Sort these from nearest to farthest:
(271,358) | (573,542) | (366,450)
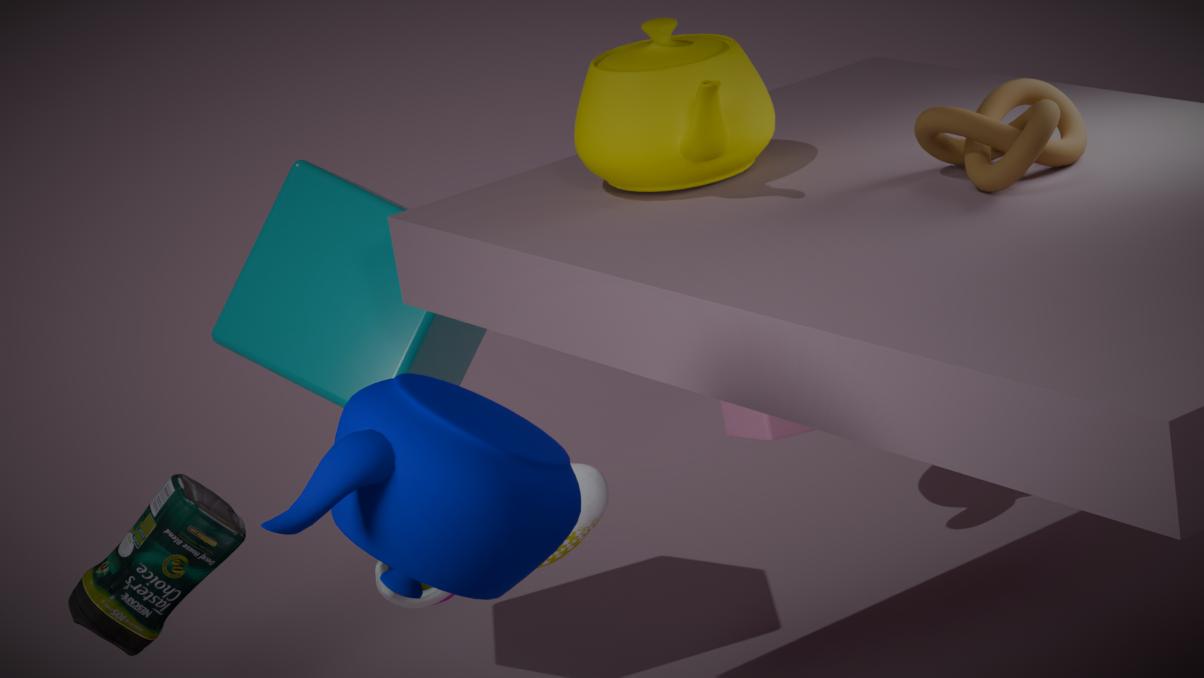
(366,450), (573,542), (271,358)
